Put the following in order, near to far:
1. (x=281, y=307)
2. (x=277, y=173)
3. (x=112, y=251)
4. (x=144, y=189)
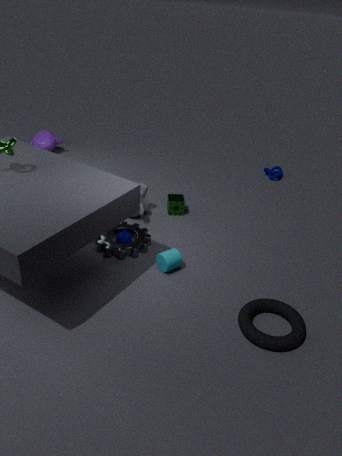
1. (x=281, y=307)
2. (x=112, y=251)
3. (x=144, y=189)
4. (x=277, y=173)
